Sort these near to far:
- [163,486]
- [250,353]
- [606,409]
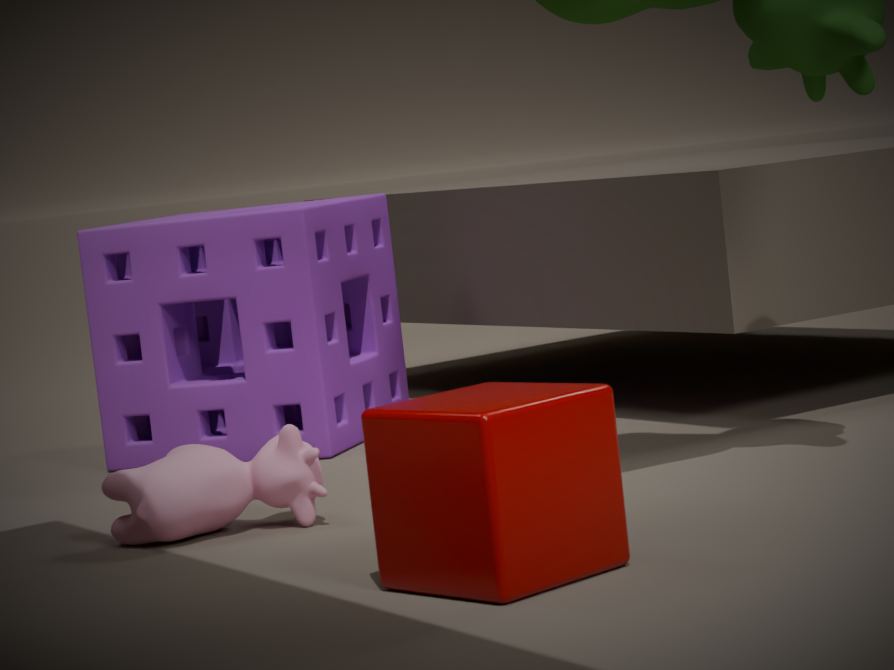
[606,409] < [163,486] < [250,353]
